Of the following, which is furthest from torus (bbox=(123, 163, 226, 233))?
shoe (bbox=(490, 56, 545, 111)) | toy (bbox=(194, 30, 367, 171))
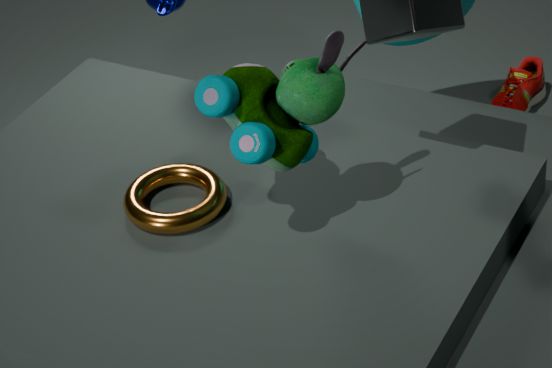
shoe (bbox=(490, 56, 545, 111))
